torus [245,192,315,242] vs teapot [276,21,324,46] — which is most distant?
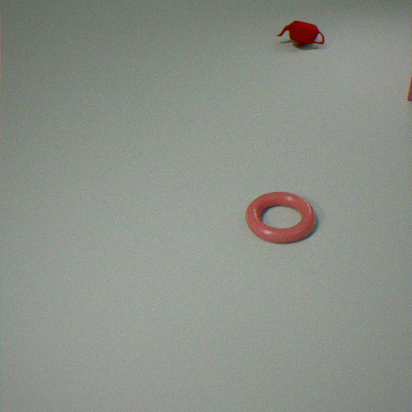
teapot [276,21,324,46]
